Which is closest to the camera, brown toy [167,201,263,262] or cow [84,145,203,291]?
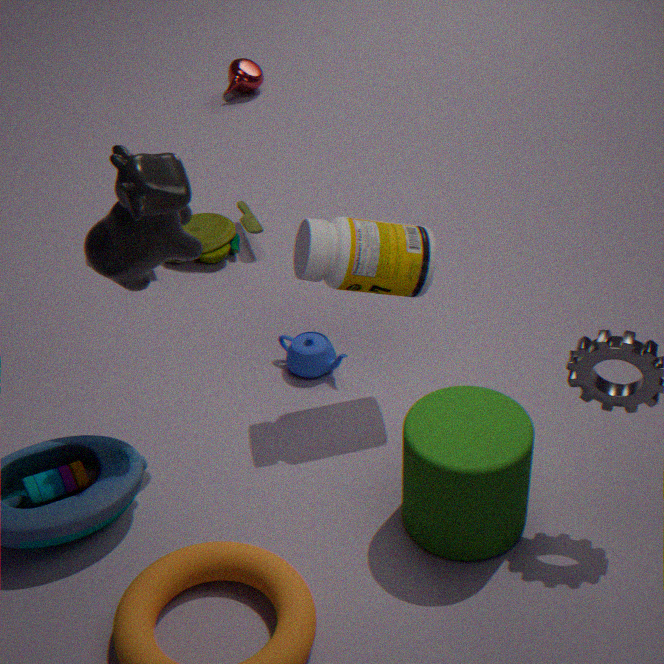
cow [84,145,203,291]
